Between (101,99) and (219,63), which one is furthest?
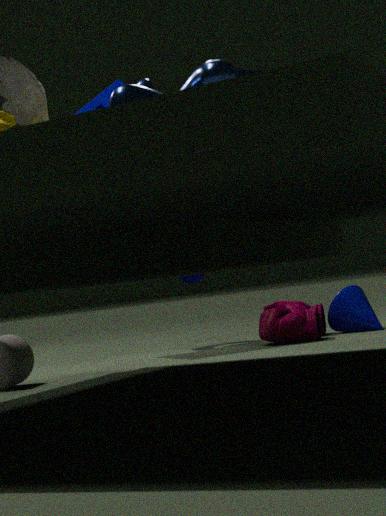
(101,99)
